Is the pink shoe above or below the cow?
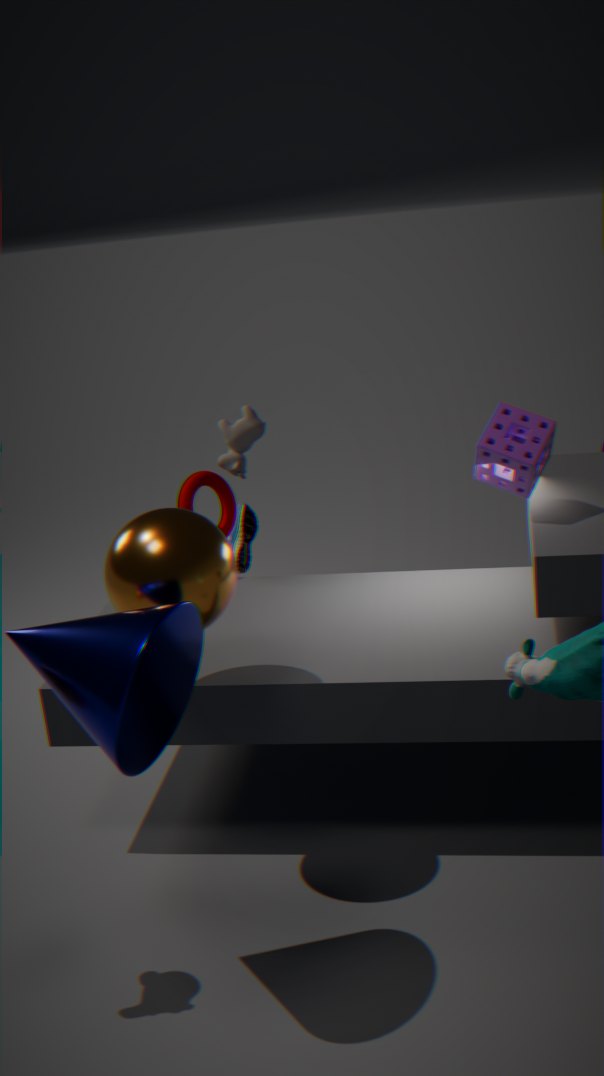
below
